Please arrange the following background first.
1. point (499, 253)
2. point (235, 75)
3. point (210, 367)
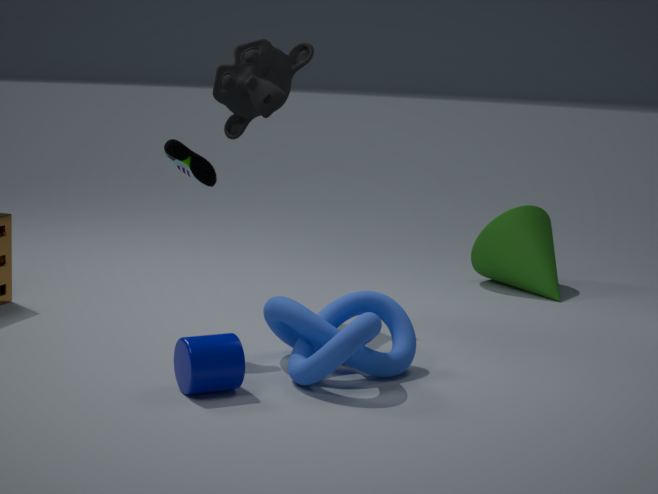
point (499, 253), point (235, 75), point (210, 367)
